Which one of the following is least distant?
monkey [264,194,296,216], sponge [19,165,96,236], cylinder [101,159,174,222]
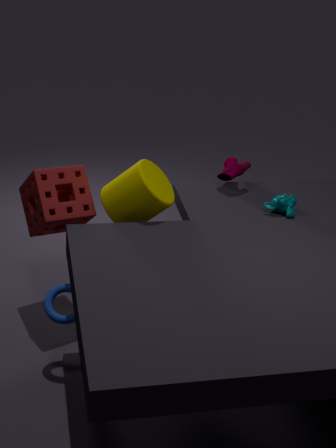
cylinder [101,159,174,222]
